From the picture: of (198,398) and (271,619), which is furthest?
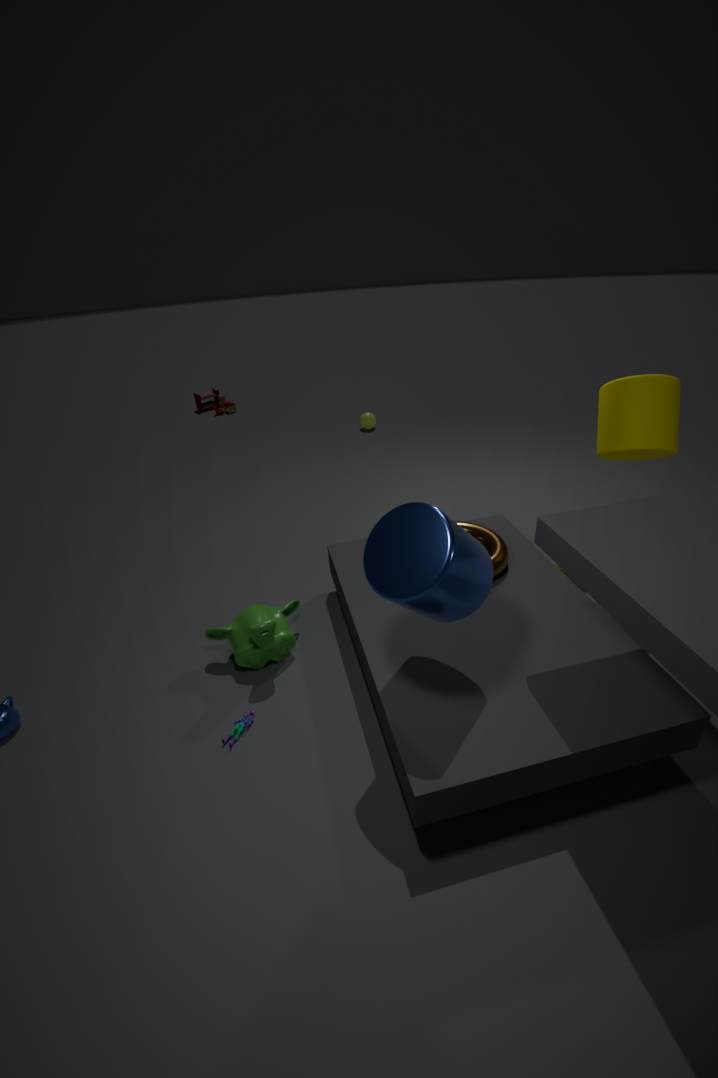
(198,398)
